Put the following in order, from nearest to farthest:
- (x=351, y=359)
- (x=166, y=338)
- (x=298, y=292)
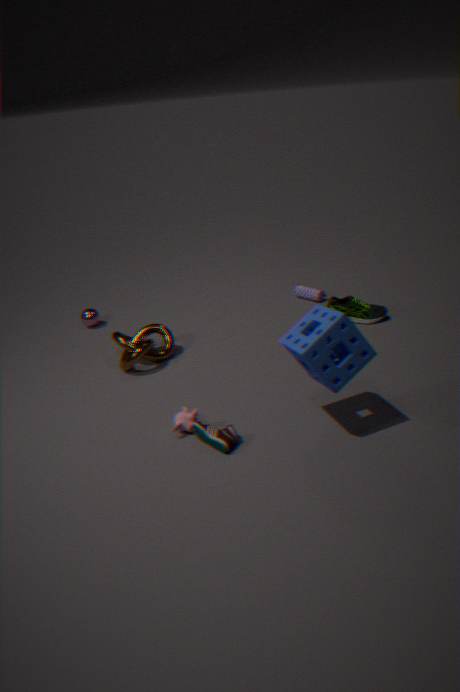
(x=351, y=359)
(x=166, y=338)
(x=298, y=292)
